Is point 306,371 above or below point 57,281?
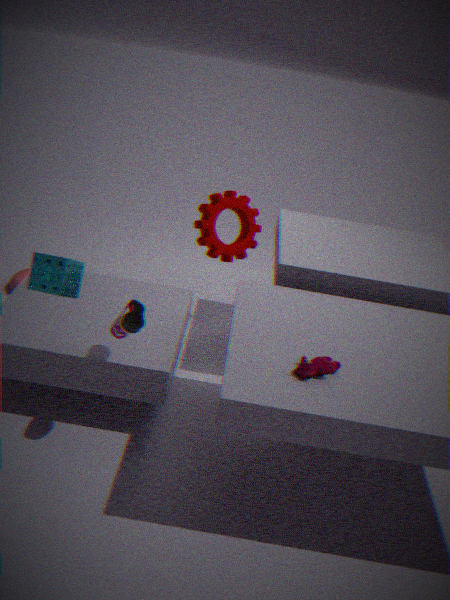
below
